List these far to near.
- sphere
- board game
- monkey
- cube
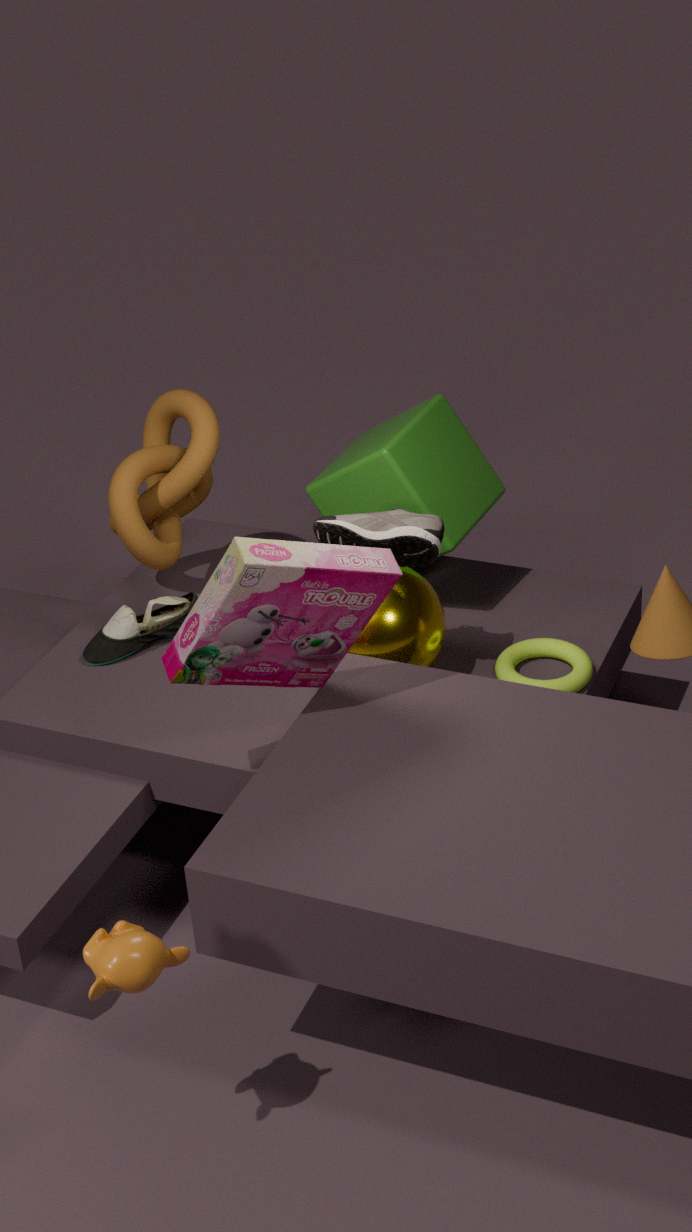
cube → sphere → board game → monkey
